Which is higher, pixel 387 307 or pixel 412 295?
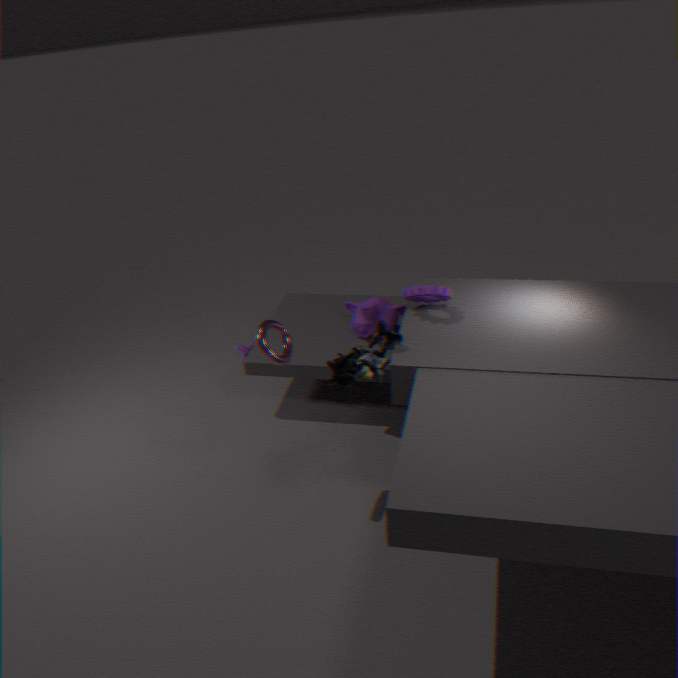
pixel 412 295
